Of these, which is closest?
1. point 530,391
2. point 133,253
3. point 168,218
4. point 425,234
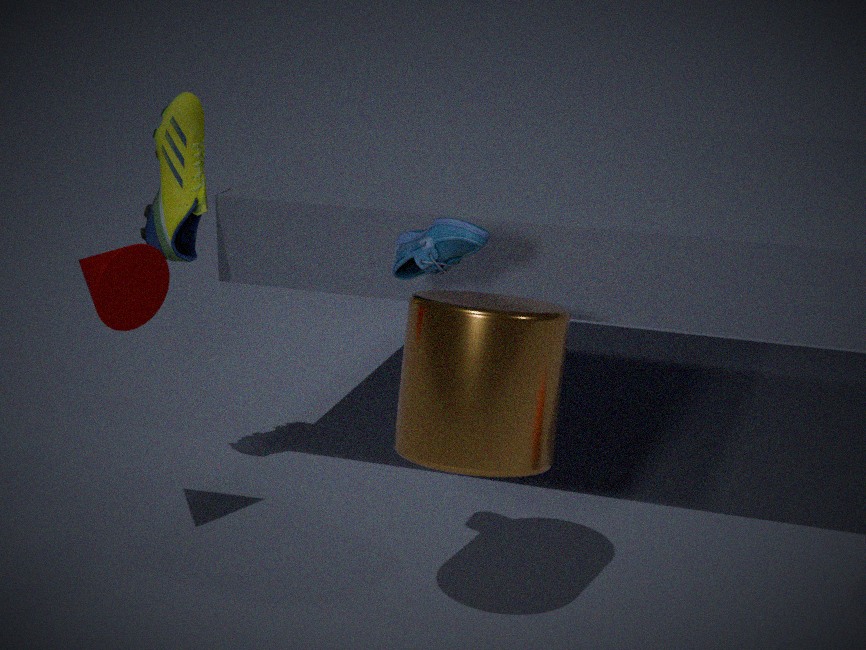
point 530,391
